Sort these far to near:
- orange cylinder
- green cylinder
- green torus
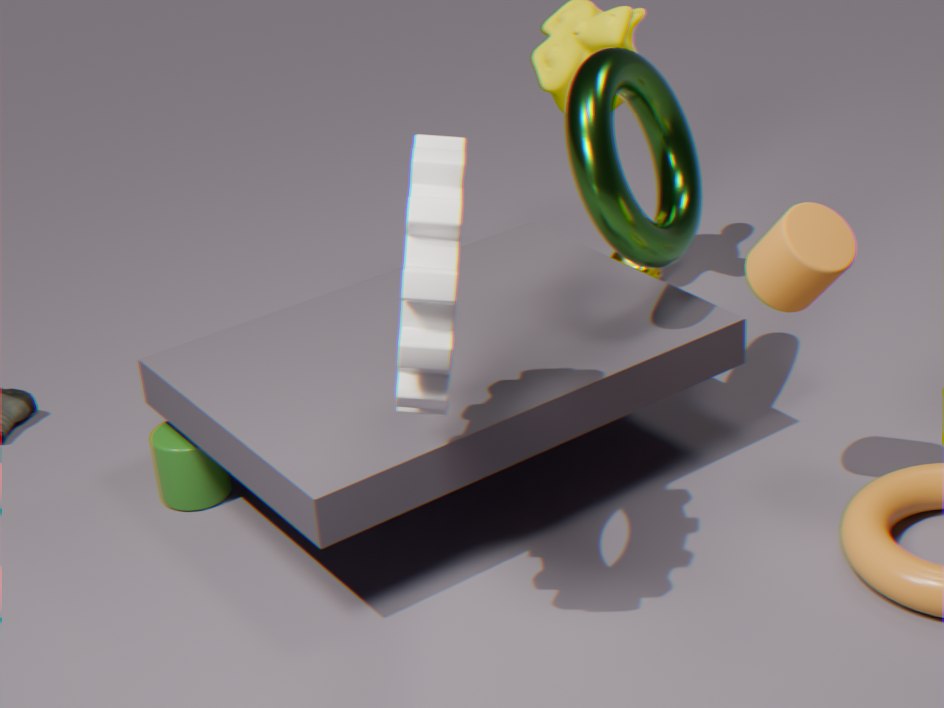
green cylinder
green torus
orange cylinder
